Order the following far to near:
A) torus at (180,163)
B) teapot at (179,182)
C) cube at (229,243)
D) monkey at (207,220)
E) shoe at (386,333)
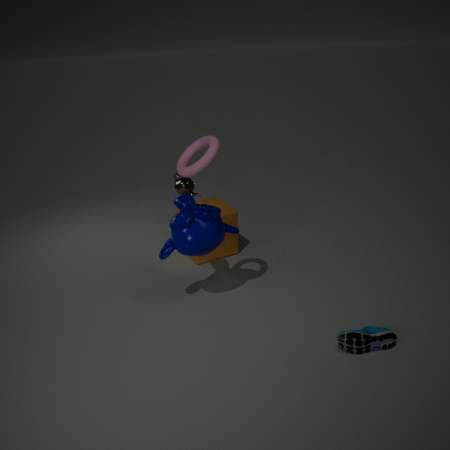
teapot at (179,182)
cube at (229,243)
monkey at (207,220)
shoe at (386,333)
torus at (180,163)
